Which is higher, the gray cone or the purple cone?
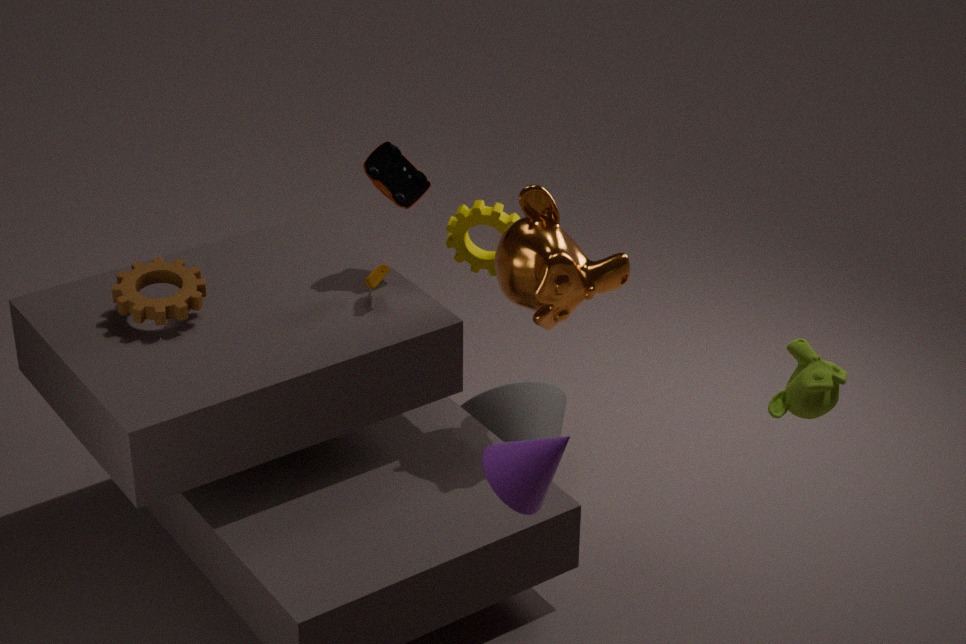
the purple cone
